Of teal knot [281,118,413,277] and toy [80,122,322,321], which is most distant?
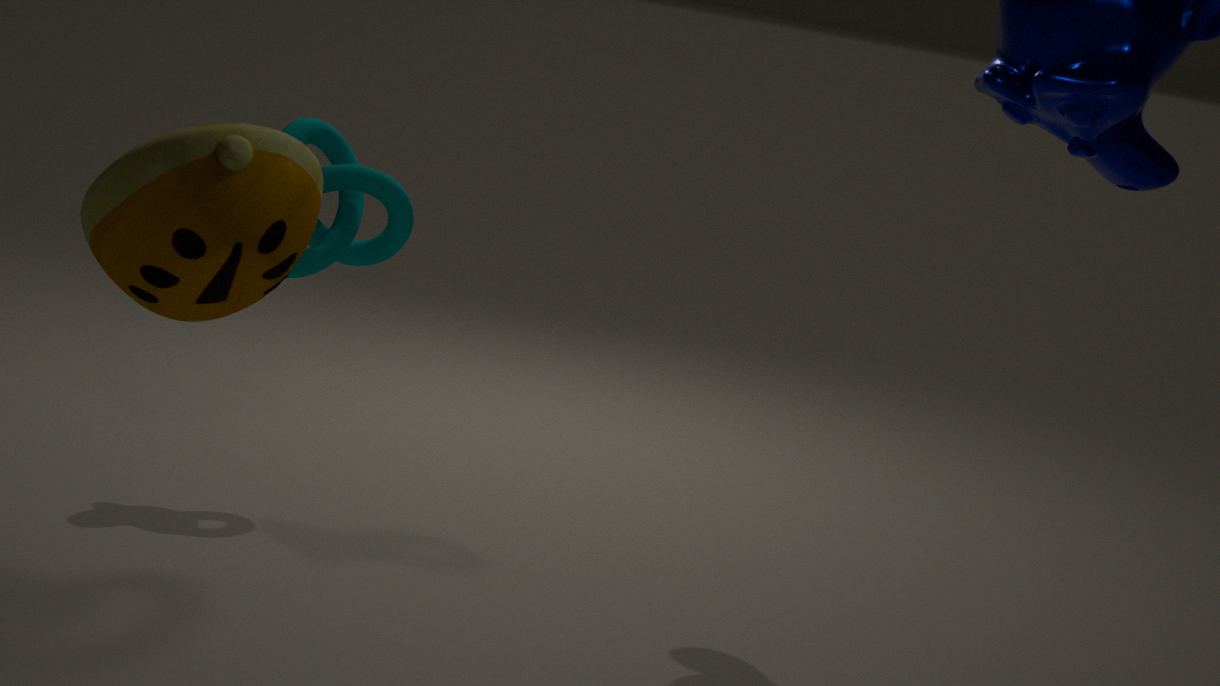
teal knot [281,118,413,277]
